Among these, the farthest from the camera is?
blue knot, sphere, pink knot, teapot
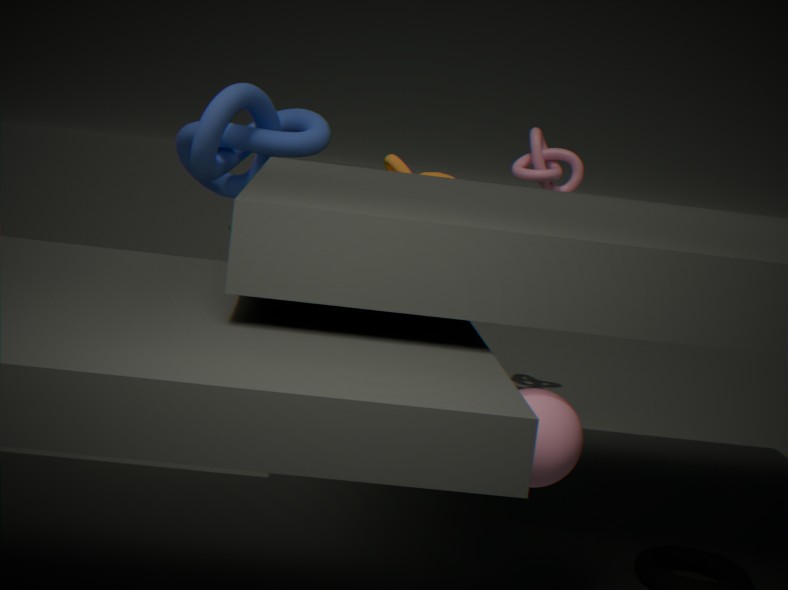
pink knot
